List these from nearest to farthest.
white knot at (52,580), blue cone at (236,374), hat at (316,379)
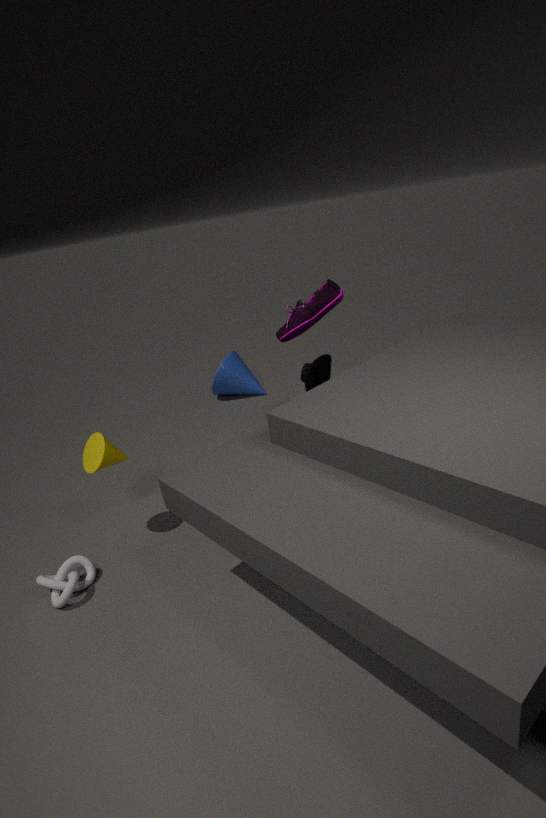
white knot at (52,580) < hat at (316,379) < blue cone at (236,374)
